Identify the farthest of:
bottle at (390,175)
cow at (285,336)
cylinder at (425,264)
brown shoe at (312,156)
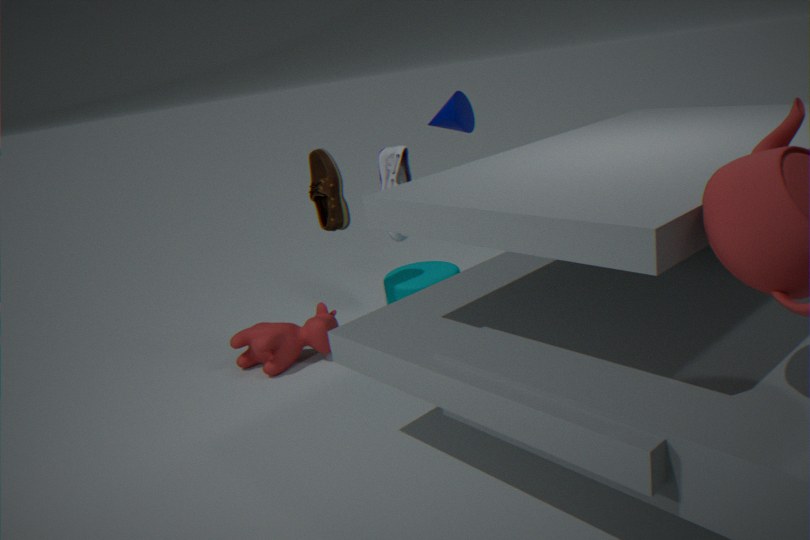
bottle at (390,175)
